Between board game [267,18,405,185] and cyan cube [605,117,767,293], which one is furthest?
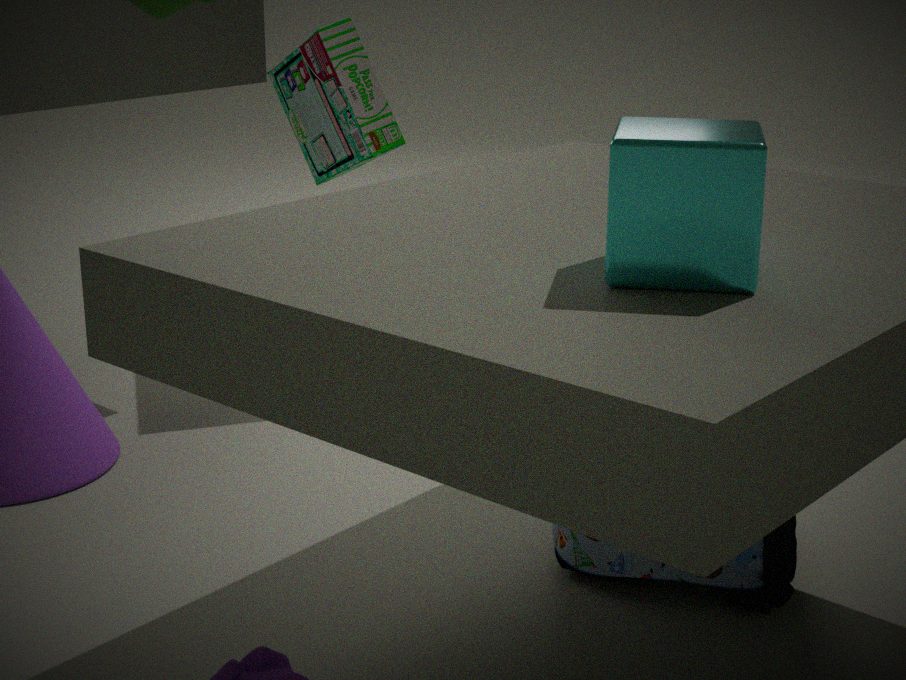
board game [267,18,405,185]
